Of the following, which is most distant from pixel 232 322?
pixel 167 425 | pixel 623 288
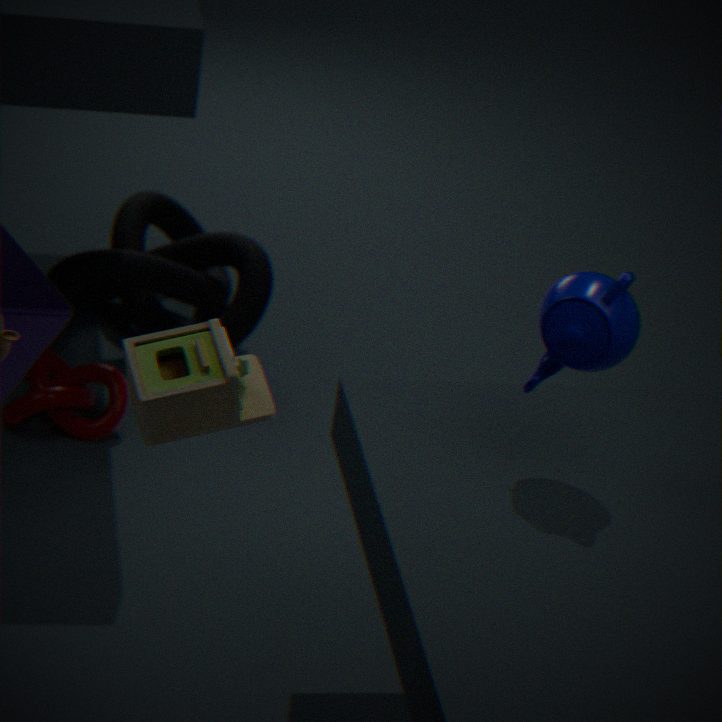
pixel 167 425
